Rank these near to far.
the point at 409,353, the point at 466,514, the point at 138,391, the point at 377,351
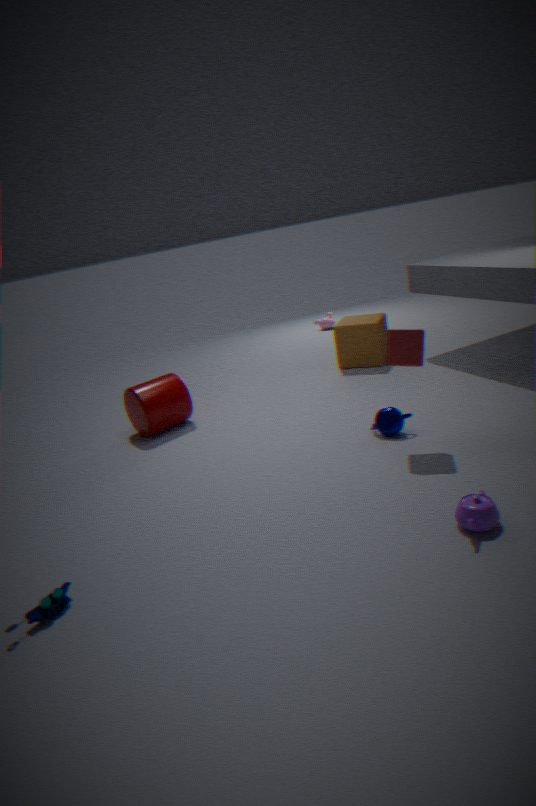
1. the point at 466,514
2. the point at 409,353
3. the point at 138,391
4. the point at 377,351
